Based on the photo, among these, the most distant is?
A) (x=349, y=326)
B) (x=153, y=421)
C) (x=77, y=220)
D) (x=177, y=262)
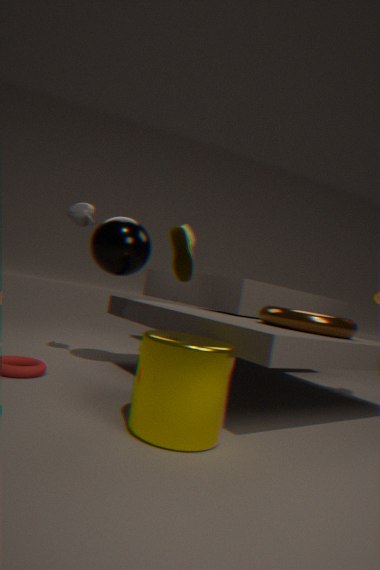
(x=177, y=262)
